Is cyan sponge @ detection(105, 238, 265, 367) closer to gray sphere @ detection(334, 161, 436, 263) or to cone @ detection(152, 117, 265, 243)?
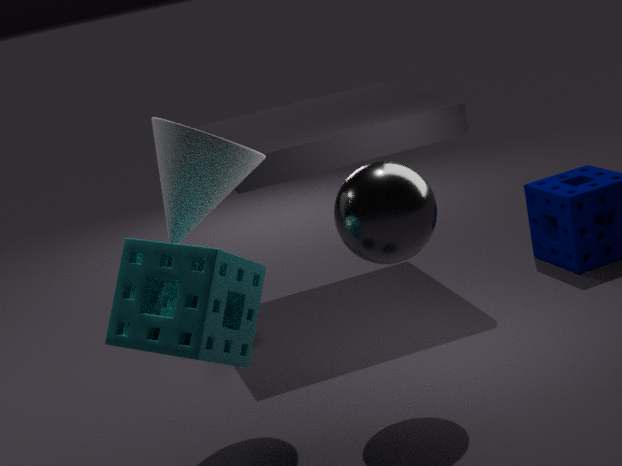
cone @ detection(152, 117, 265, 243)
